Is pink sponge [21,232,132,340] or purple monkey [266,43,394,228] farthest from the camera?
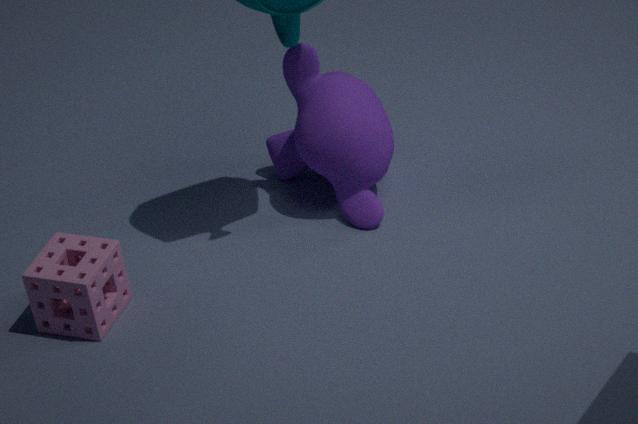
purple monkey [266,43,394,228]
